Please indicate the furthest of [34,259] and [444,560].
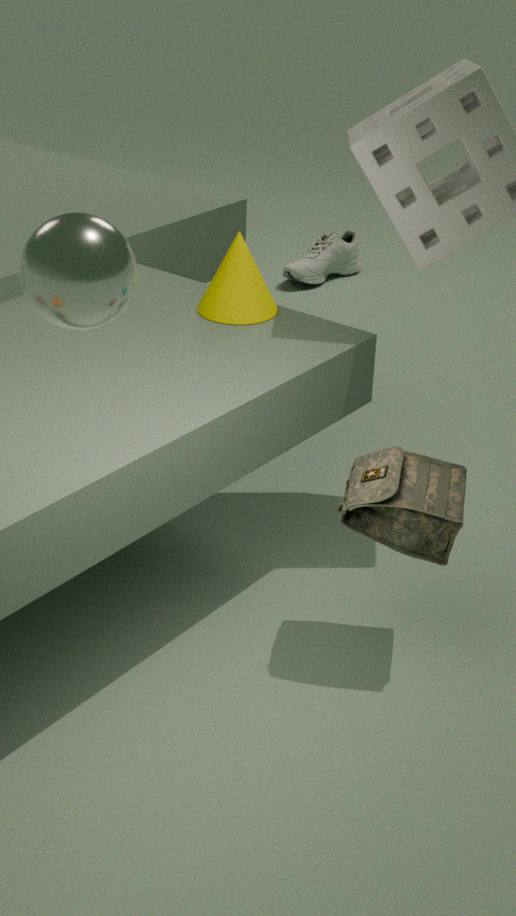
[444,560]
